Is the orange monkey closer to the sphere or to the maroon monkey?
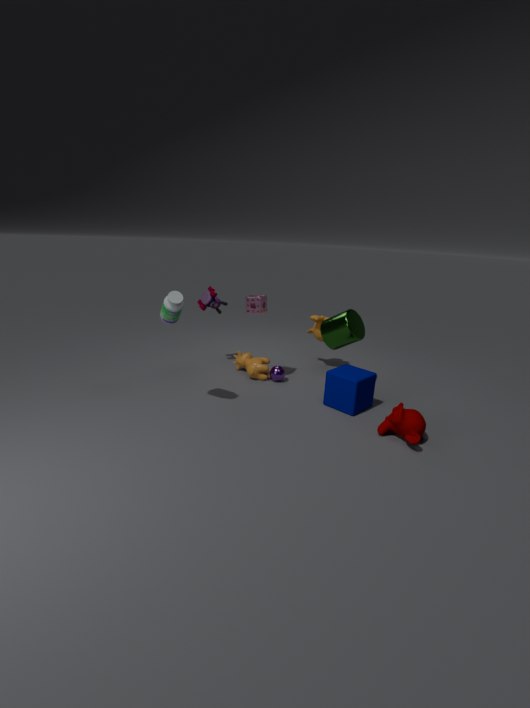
the sphere
